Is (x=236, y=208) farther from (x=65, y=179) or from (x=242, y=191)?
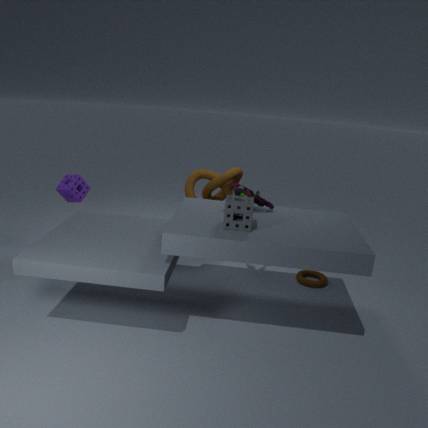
(x=65, y=179)
